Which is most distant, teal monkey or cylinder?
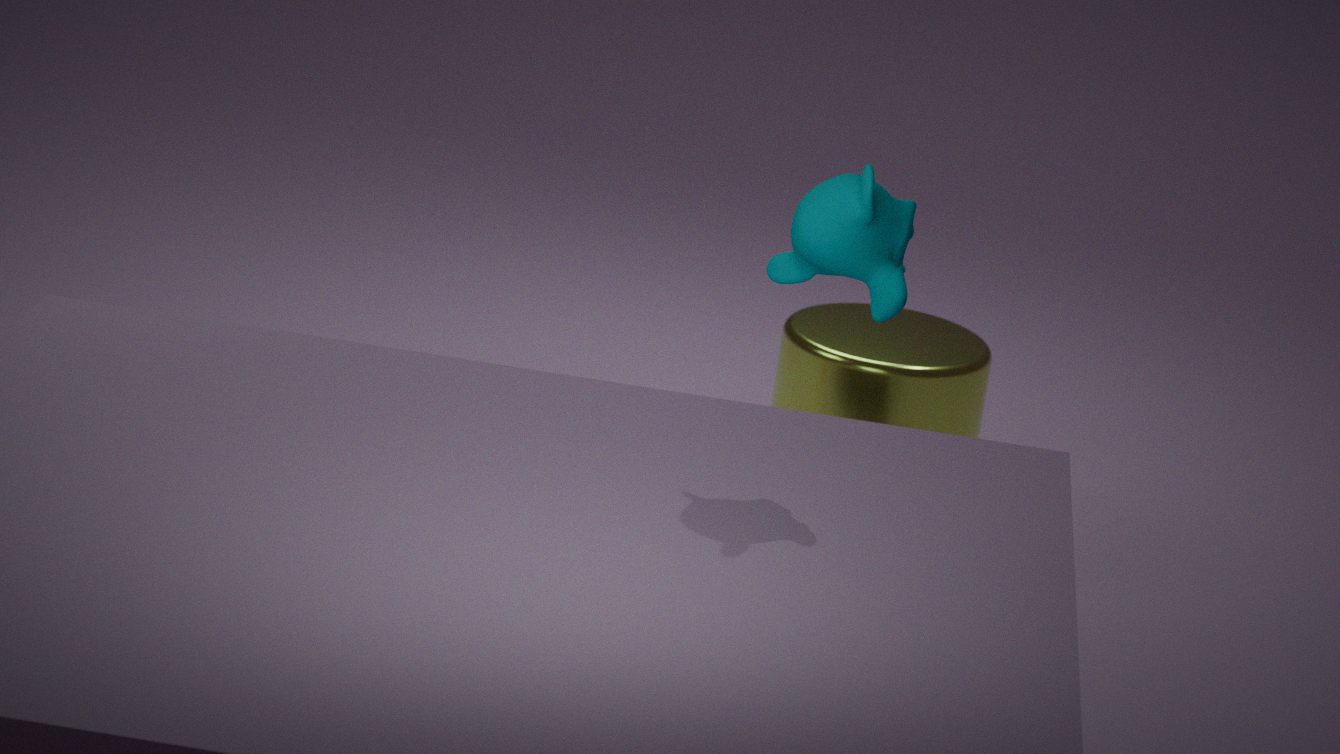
cylinder
